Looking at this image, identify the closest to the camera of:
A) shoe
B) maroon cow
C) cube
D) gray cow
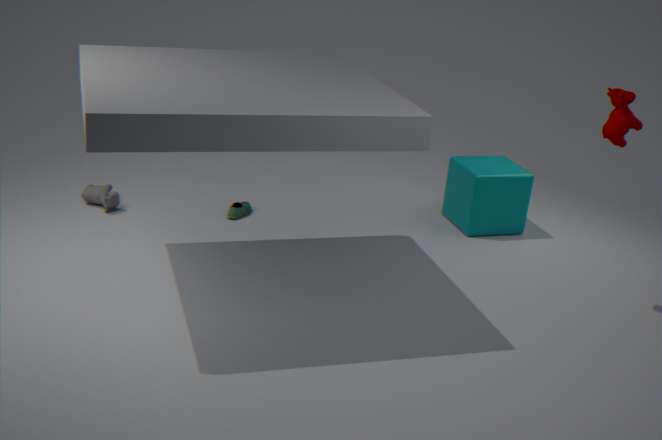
maroon cow
